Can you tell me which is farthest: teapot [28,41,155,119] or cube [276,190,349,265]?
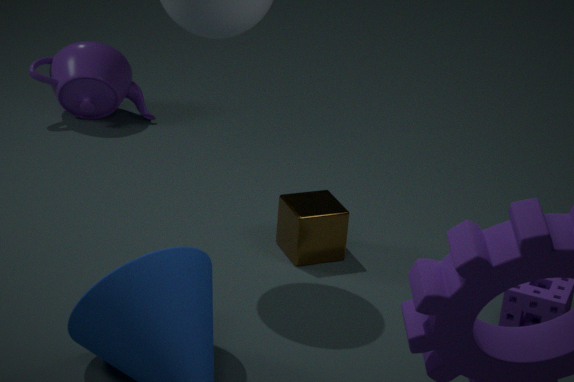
teapot [28,41,155,119]
